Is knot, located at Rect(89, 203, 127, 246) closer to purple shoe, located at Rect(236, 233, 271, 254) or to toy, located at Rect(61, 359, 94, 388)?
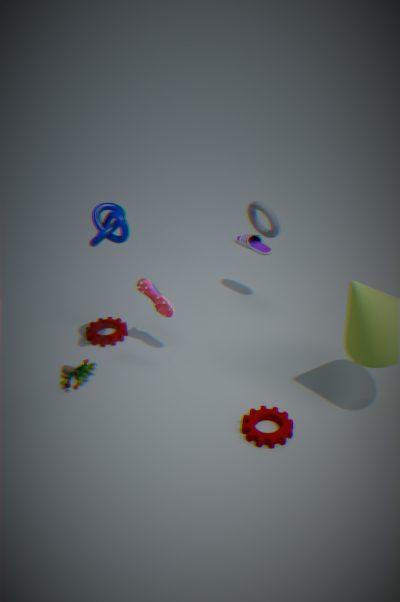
toy, located at Rect(61, 359, 94, 388)
